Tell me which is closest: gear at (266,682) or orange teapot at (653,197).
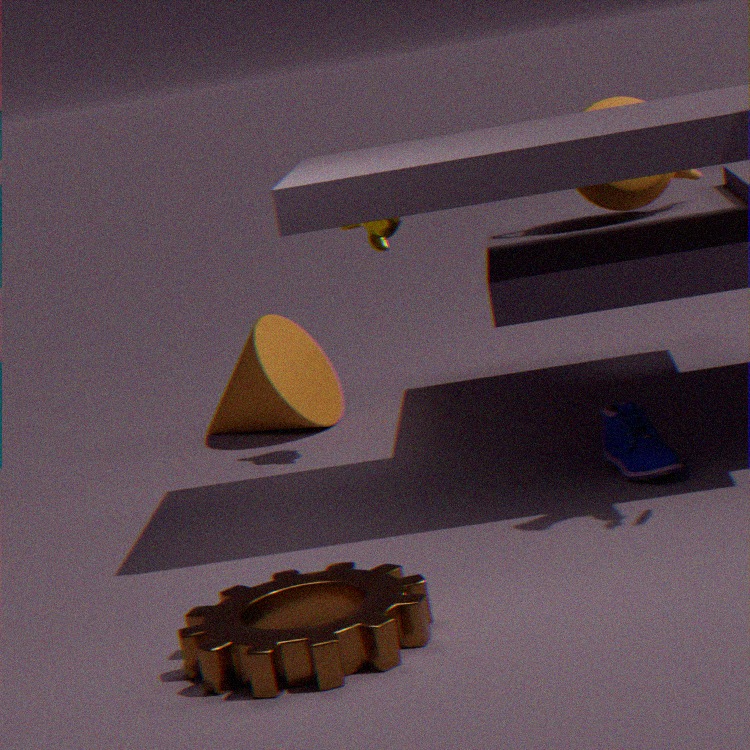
gear at (266,682)
